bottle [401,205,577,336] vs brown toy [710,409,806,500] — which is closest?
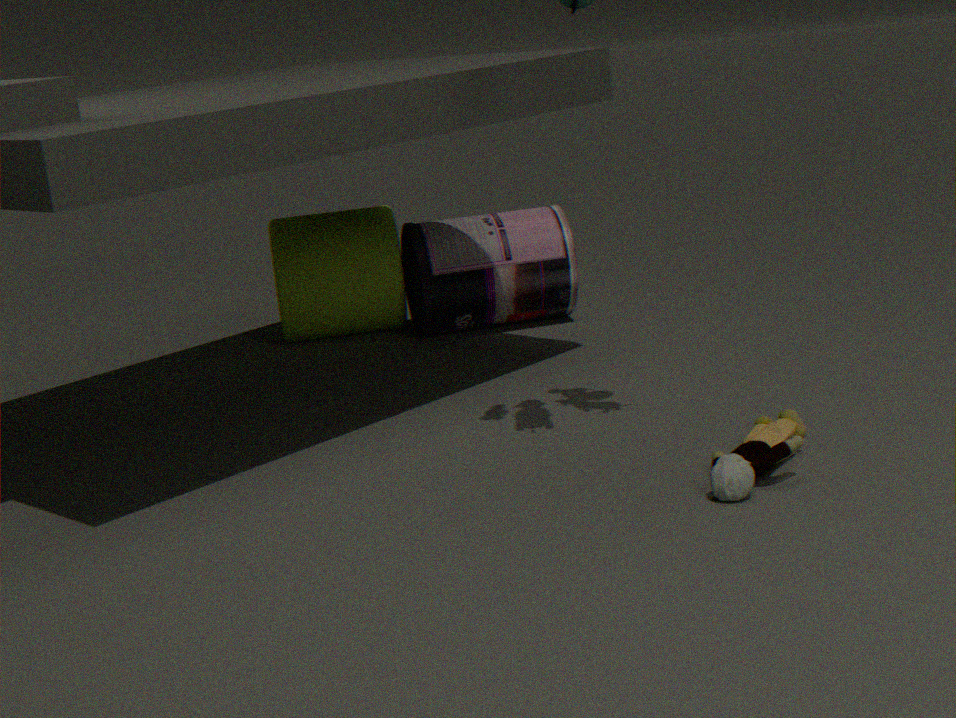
brown toy [710,409,806,500]
